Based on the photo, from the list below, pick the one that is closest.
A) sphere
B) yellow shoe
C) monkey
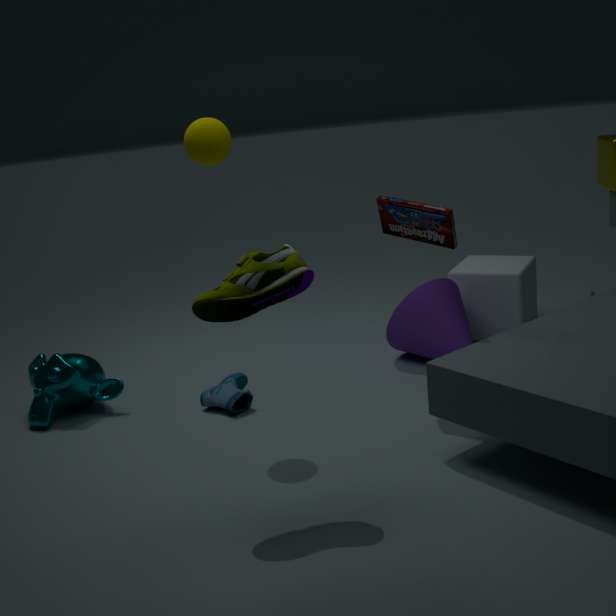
yellow shoe
